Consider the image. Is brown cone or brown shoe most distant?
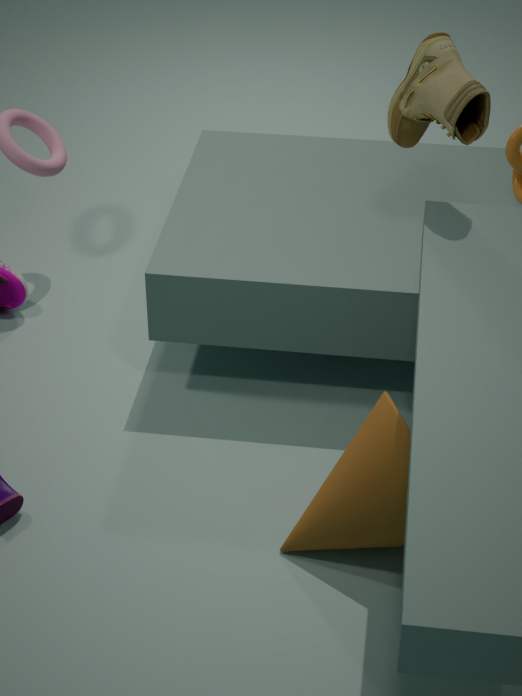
brown shoe
